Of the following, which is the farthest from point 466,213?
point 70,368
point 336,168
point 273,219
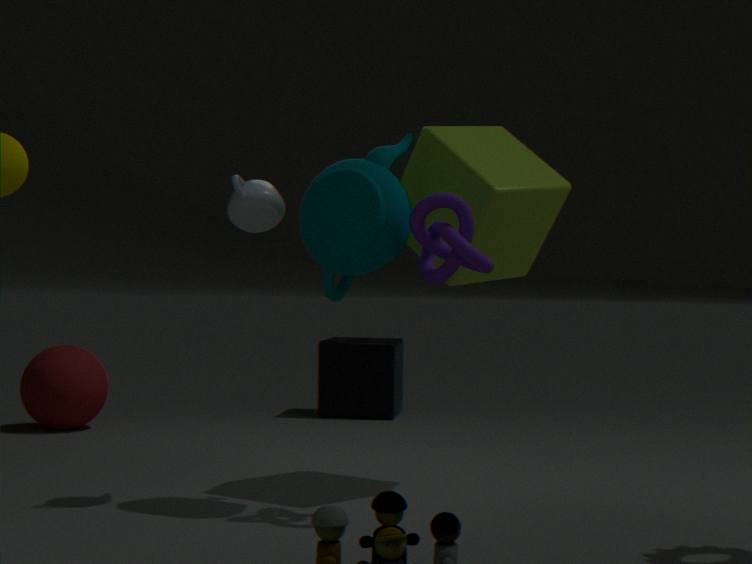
point 70,368
